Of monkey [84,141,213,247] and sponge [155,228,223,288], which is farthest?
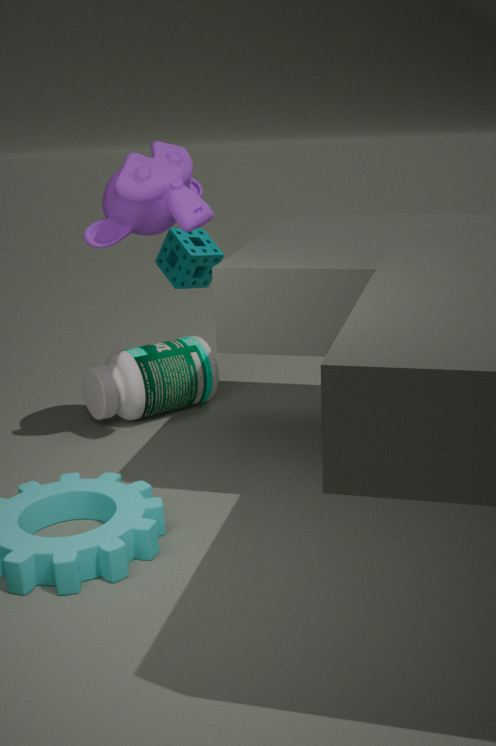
sponge [155,228,223,288]
